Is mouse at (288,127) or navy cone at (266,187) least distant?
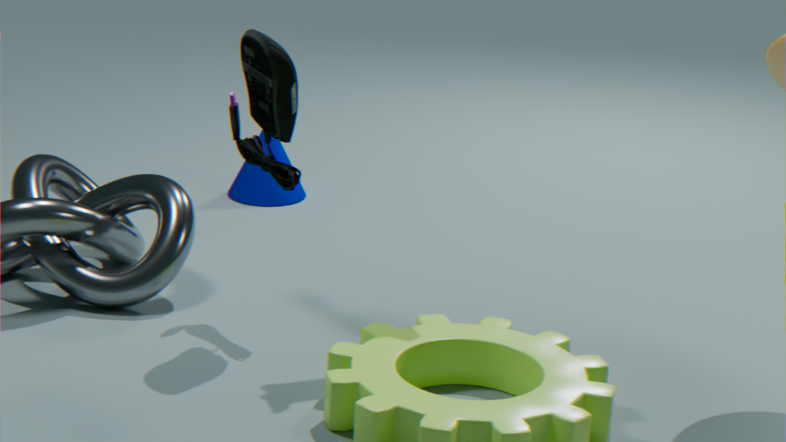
mouse at (288,127)
